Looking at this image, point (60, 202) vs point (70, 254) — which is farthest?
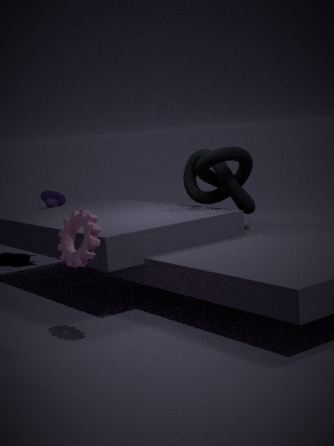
point (60, 202)
